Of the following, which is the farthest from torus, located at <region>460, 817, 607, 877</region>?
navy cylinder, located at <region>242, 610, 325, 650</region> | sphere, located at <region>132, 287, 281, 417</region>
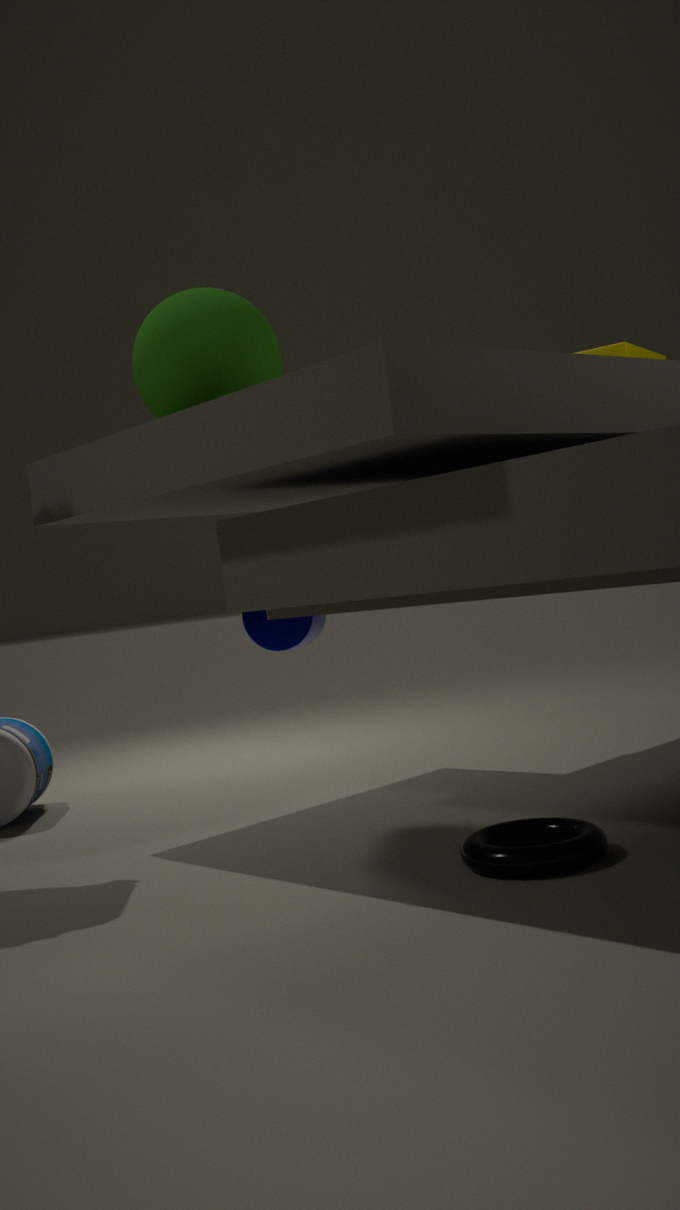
sphere, located at <region>132, 287, 281, 417</region>
